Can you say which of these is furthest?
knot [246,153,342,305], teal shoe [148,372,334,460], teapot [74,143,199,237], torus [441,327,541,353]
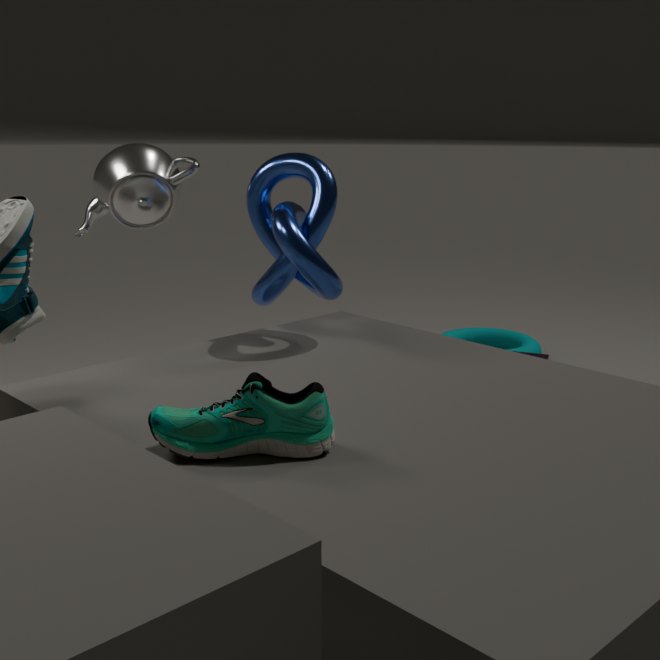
torus [441,327,541,353]
